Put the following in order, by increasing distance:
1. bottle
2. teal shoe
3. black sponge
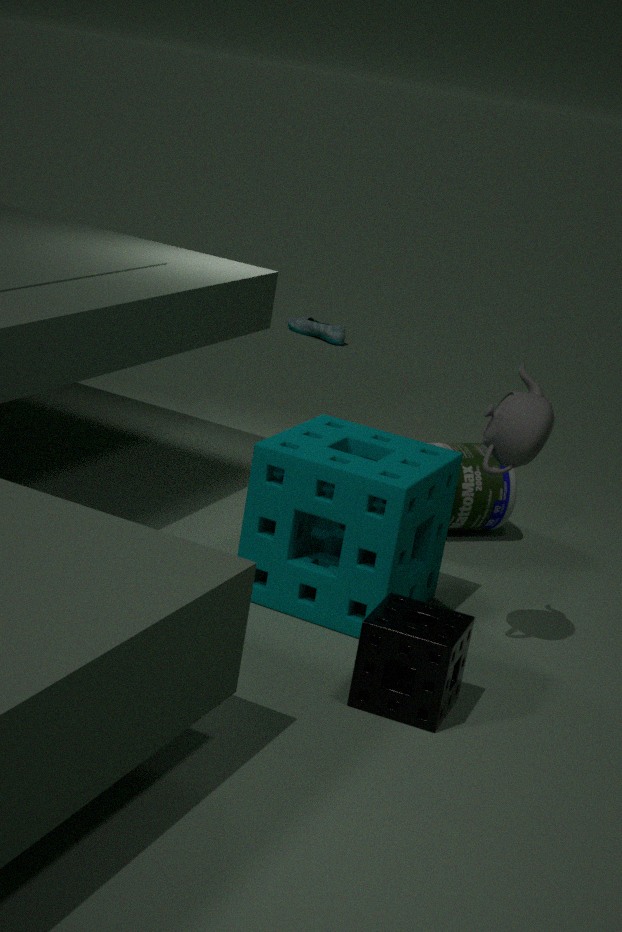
black sponge, bottle, teal shoe
